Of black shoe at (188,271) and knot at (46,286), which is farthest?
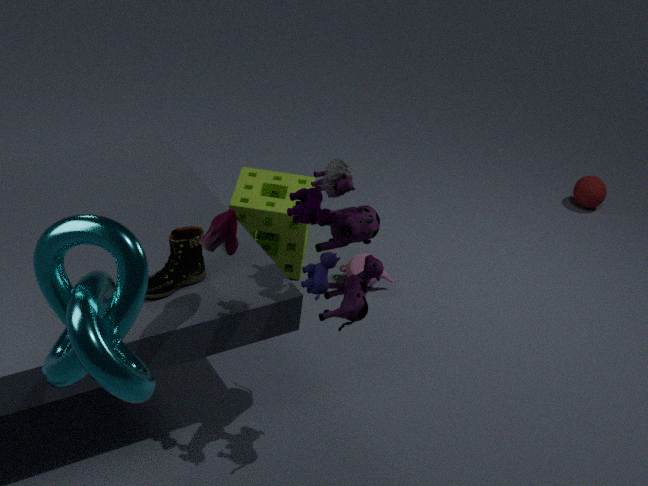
black shoe at (188,271)
